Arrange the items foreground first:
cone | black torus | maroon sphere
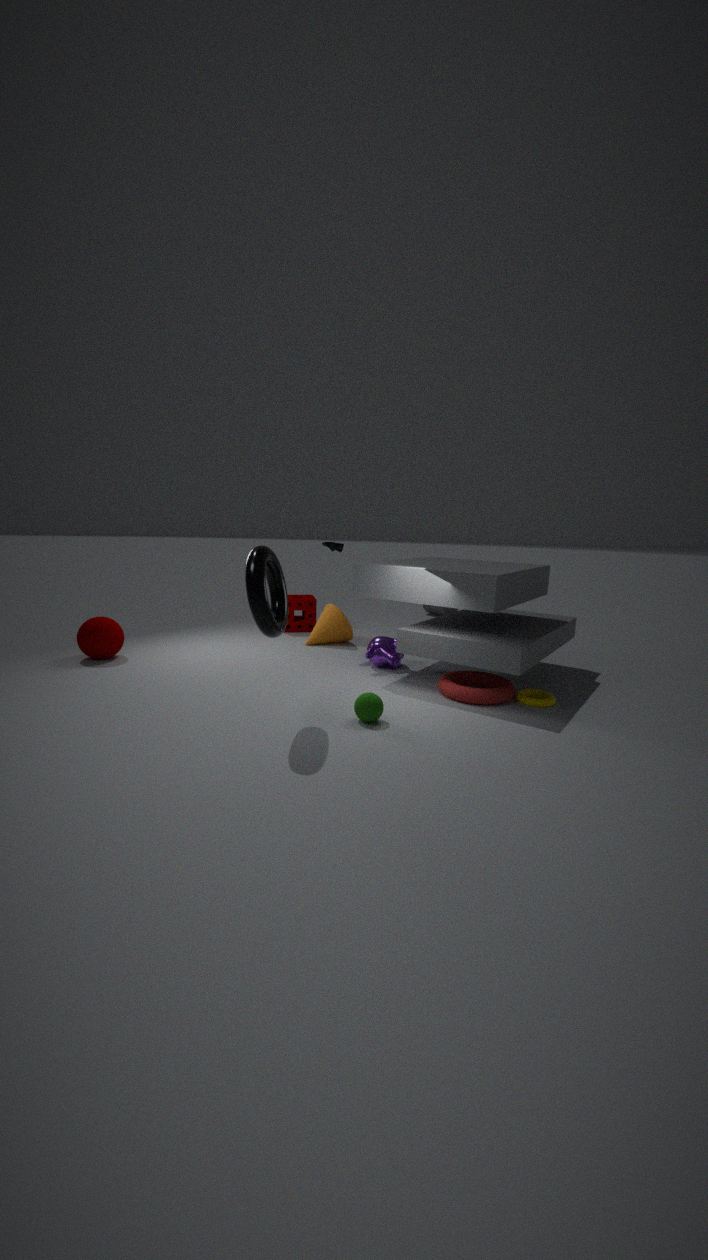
black torus < maroon sphere < cone
